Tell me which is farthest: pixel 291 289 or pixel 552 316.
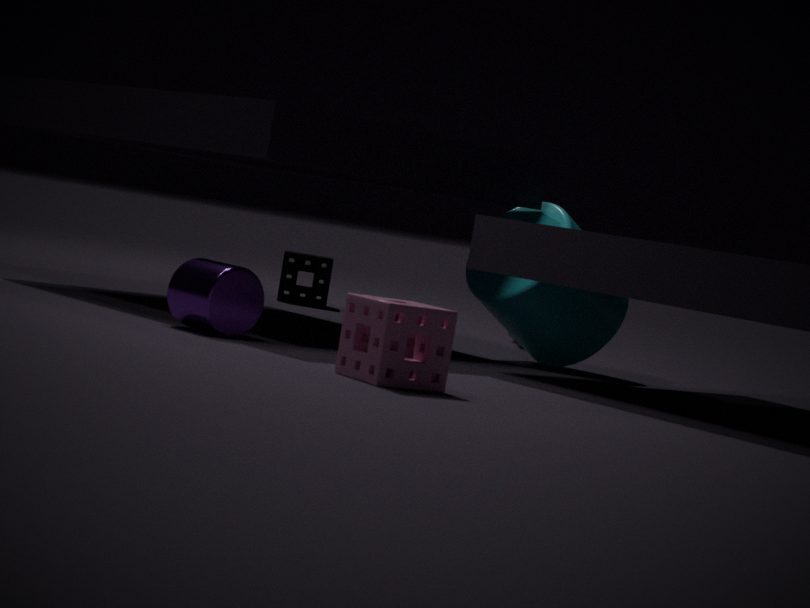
pixel 291 289
